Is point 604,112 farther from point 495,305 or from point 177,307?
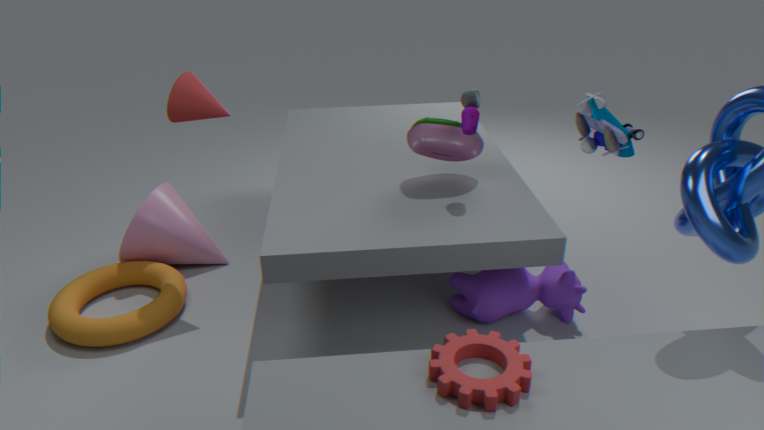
point 177,307
